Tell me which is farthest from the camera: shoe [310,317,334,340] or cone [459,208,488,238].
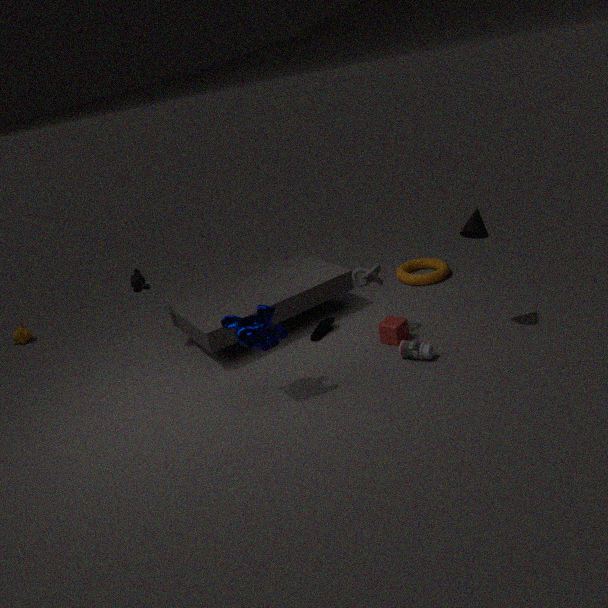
shoe [310,317,334,340]
